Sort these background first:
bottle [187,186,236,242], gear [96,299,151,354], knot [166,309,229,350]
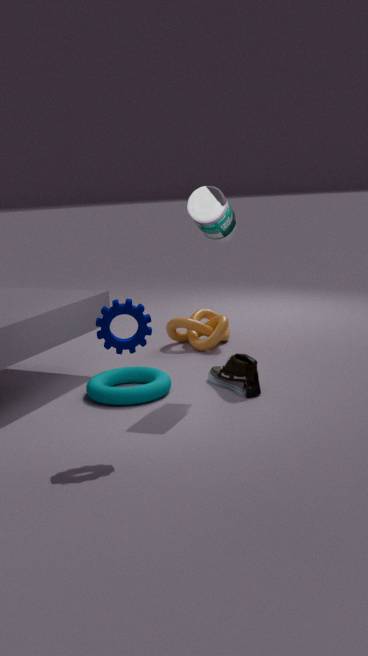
knot [166,309,229,350] → bottle [187,186,236,242] → gear [96,299,151,354]
